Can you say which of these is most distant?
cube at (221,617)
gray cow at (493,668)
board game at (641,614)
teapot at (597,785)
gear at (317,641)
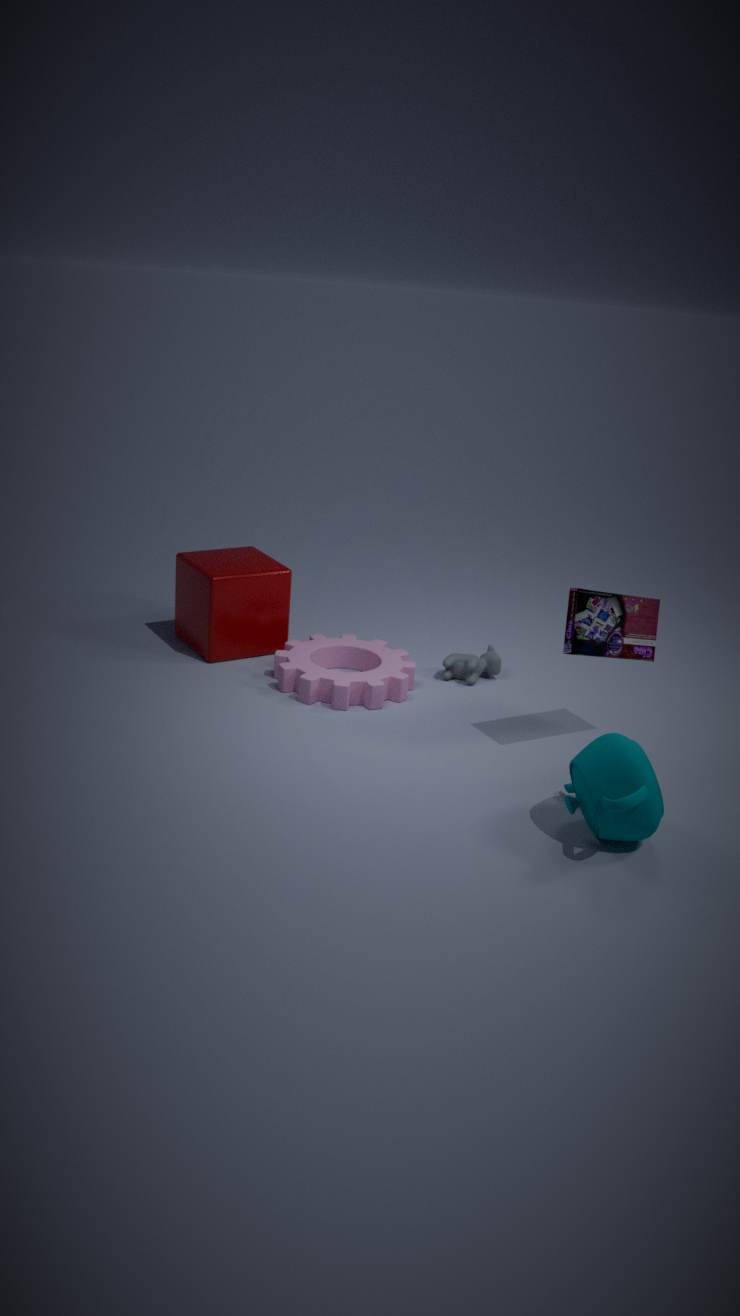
gray cow at (493,668)
